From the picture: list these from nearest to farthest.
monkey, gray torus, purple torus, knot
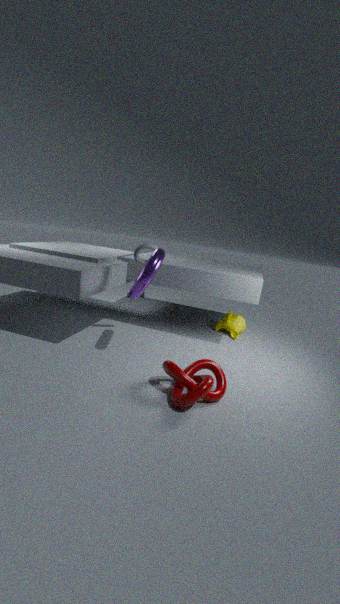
knot
purple torus
gray torus
monkey
